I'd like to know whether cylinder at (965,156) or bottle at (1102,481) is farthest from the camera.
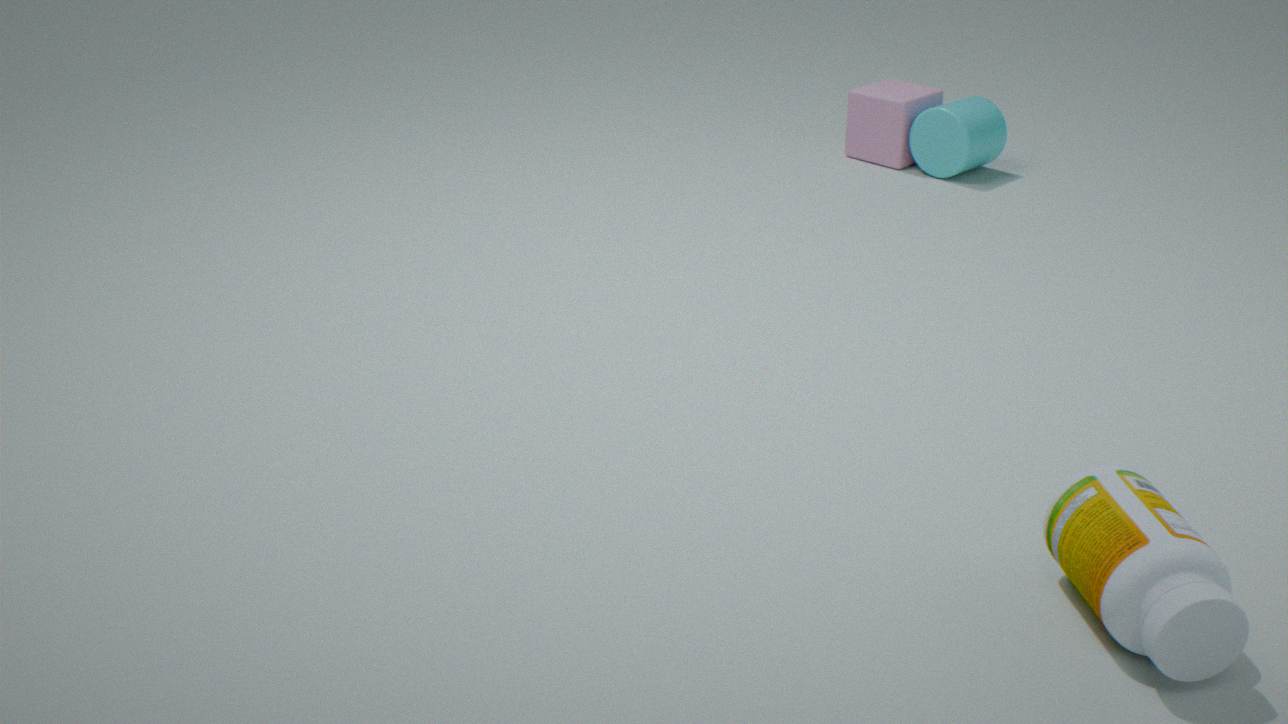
cylinder at (965,156)
